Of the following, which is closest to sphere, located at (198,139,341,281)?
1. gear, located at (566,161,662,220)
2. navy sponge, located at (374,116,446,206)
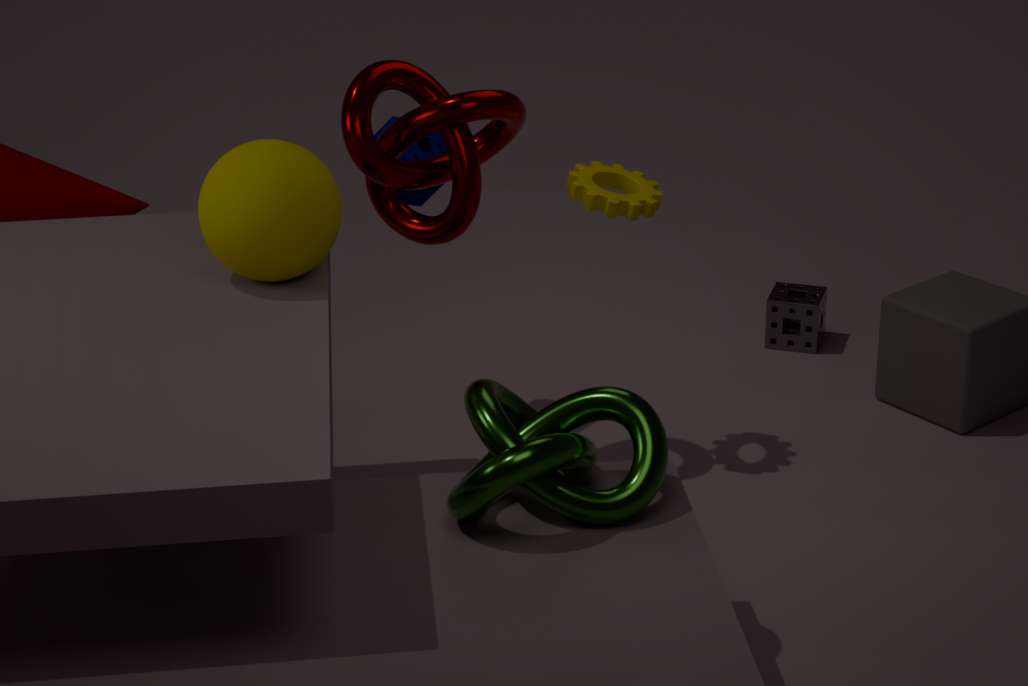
navy sponge, located at (374,116,446,206)
